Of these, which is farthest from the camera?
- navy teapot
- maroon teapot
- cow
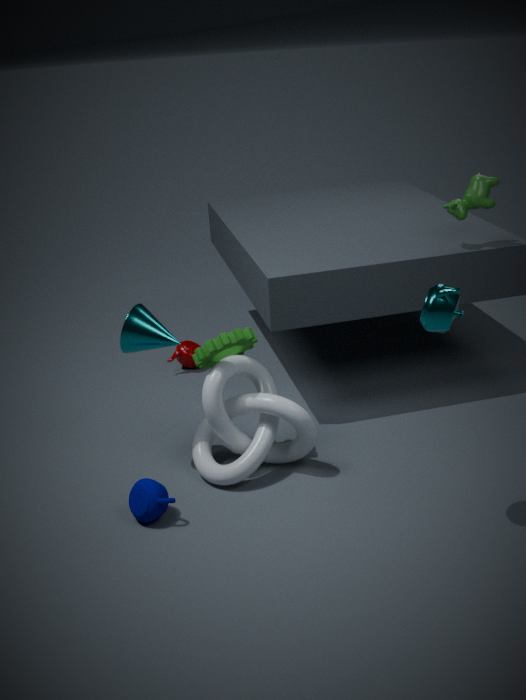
maroon teapot
